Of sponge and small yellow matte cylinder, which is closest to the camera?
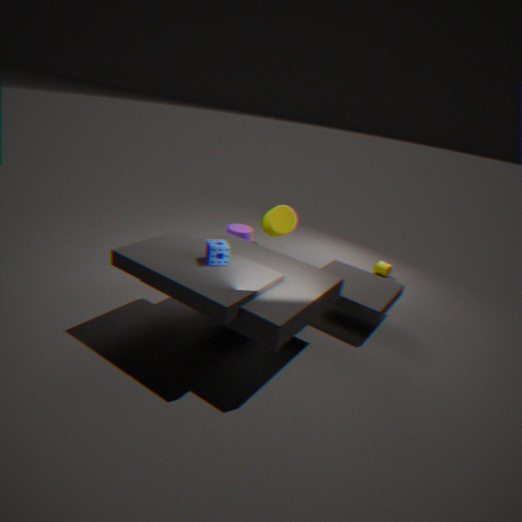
sponge
